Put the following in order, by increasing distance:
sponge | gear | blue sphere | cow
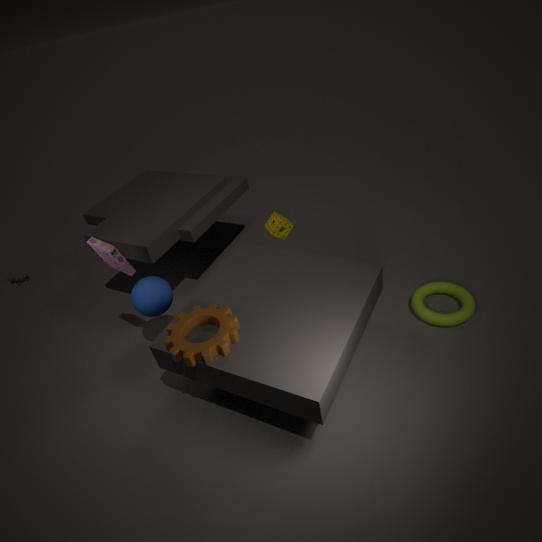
gear → blue sphere → sponge → cow
